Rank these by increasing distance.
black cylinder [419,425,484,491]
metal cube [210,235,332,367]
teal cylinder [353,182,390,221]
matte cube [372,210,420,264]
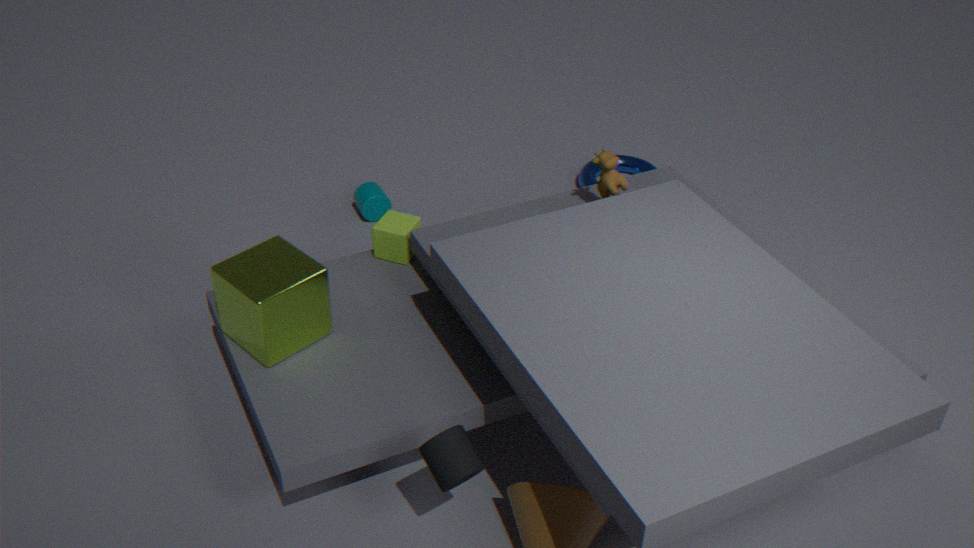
black cylinder [419,425,484,491] → metal cube [210,235,332,367] → matte cube [372,210,420,264] → teal cylinder [353,182,390,221]
